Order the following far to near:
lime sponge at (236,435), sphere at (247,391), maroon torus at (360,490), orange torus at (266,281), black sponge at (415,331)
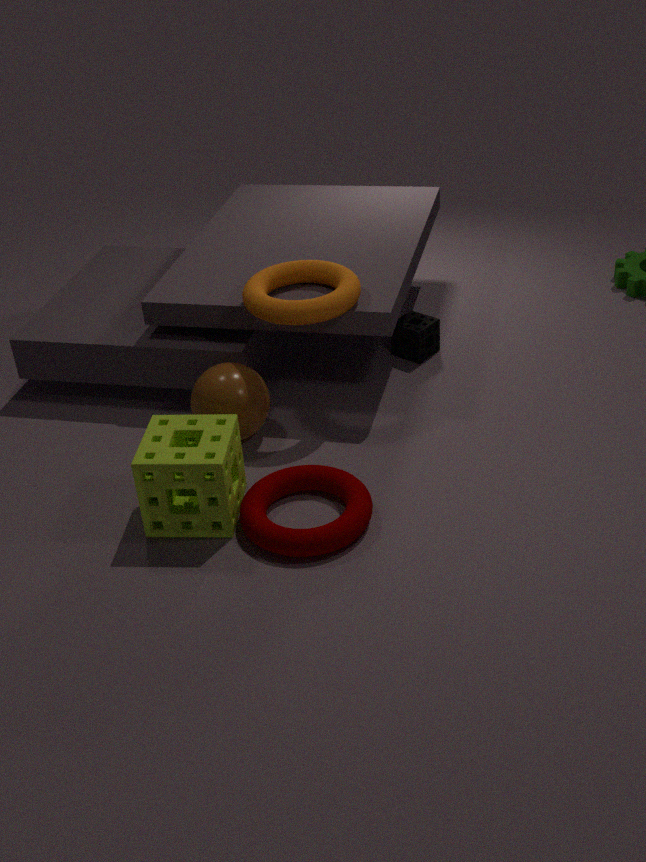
black sponge at (415,331) → sphere at (247,391) → orange torus at (266,281) → lime sponge at (236,435) → maroon torus at (360,490)
